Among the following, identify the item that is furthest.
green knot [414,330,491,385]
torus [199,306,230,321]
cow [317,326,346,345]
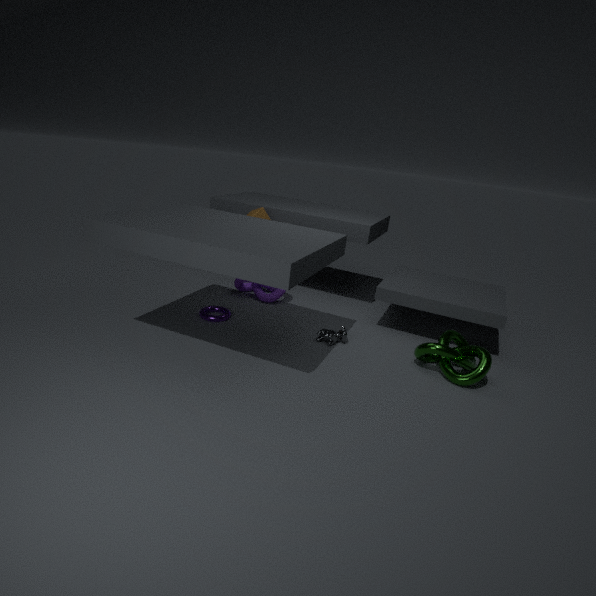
torus [199,306,230,321]
